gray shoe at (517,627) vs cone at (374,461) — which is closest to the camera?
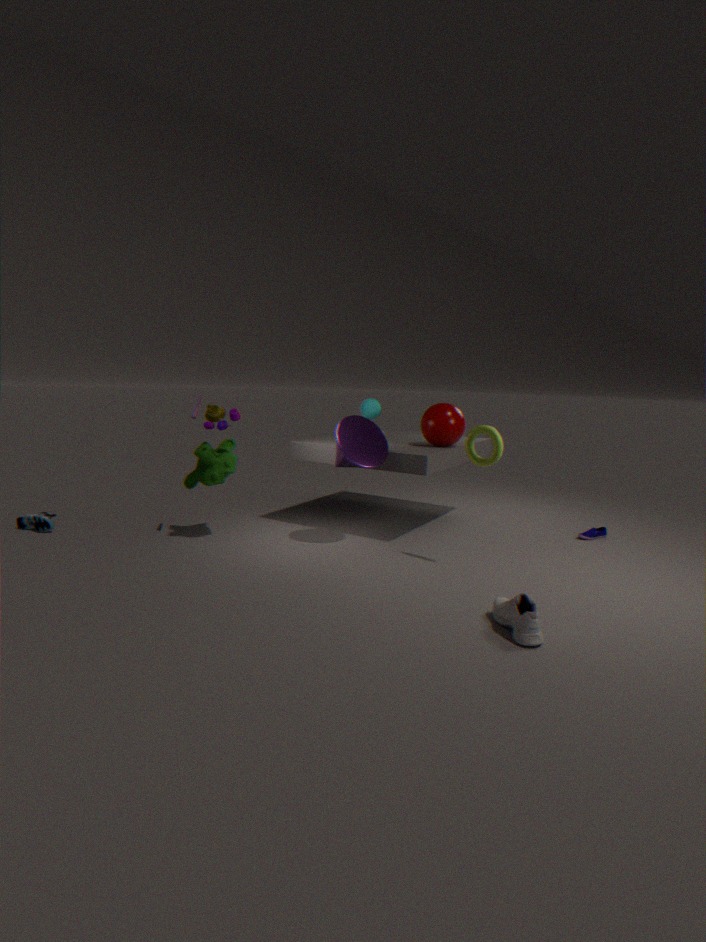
Result: gray shoe at (517,627)
